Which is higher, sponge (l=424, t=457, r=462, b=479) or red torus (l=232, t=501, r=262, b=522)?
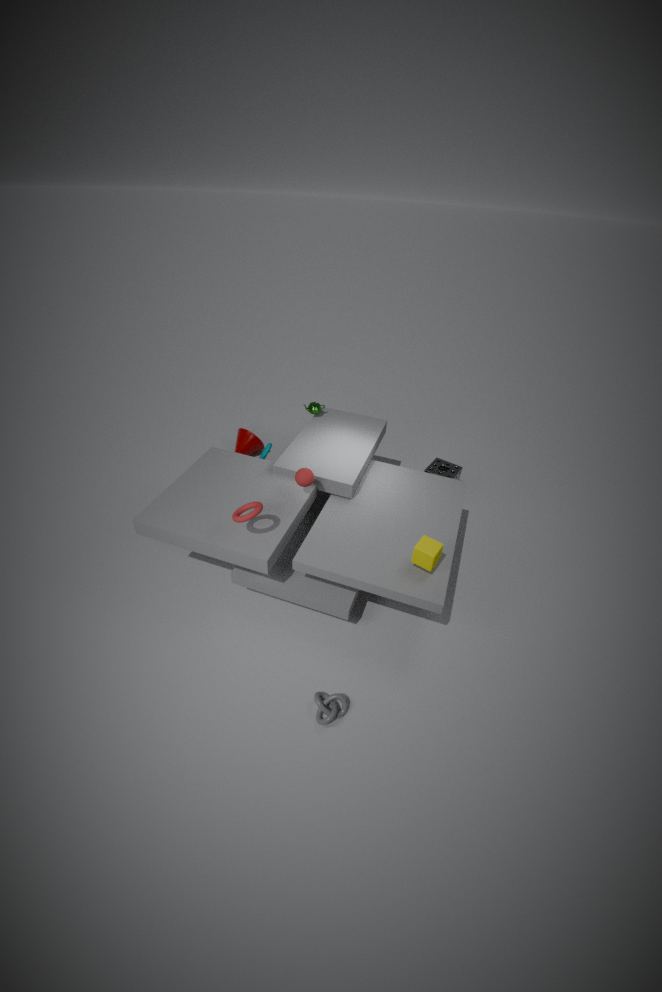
red torus (l=232, t=501, r=262, b=522)
